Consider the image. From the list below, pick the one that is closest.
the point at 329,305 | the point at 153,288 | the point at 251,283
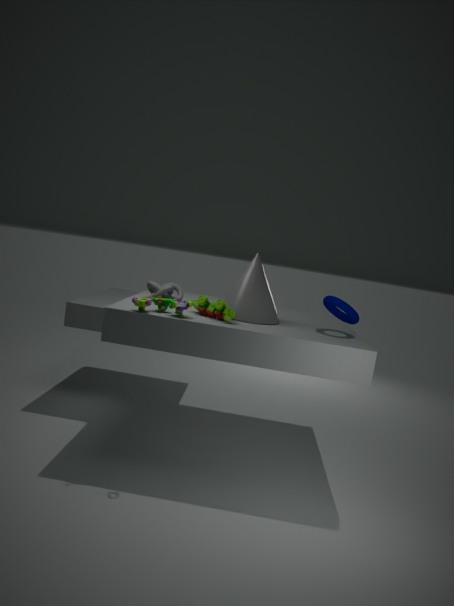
the point at 251,283
